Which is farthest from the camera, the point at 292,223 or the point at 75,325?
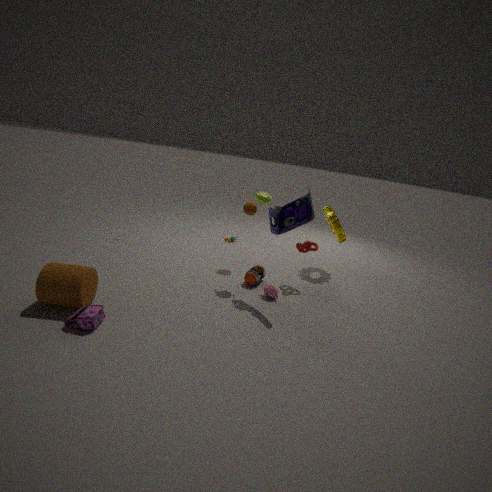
the point at 292,223
